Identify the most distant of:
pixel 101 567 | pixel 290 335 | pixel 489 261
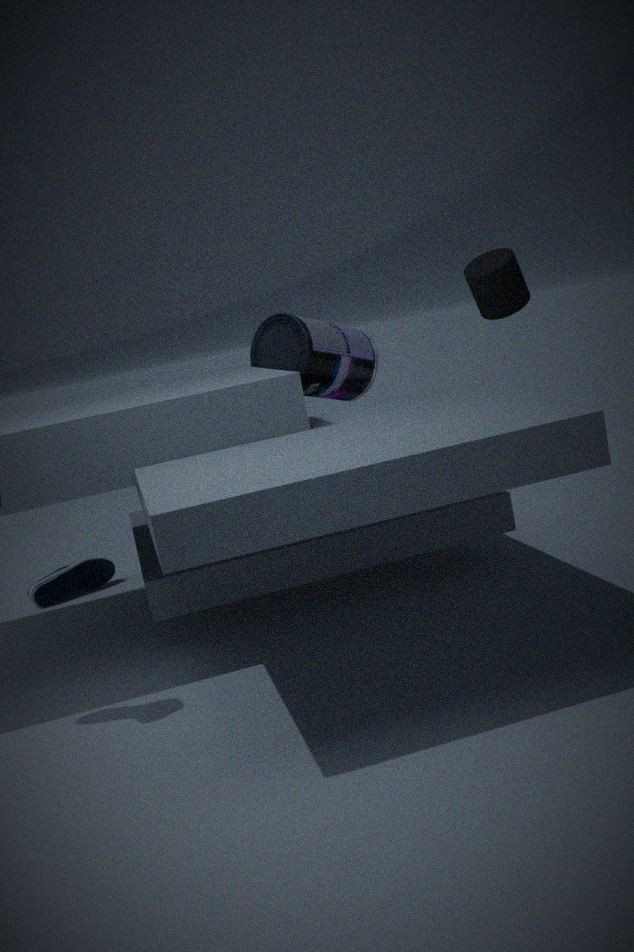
Result: pixel 101 567
